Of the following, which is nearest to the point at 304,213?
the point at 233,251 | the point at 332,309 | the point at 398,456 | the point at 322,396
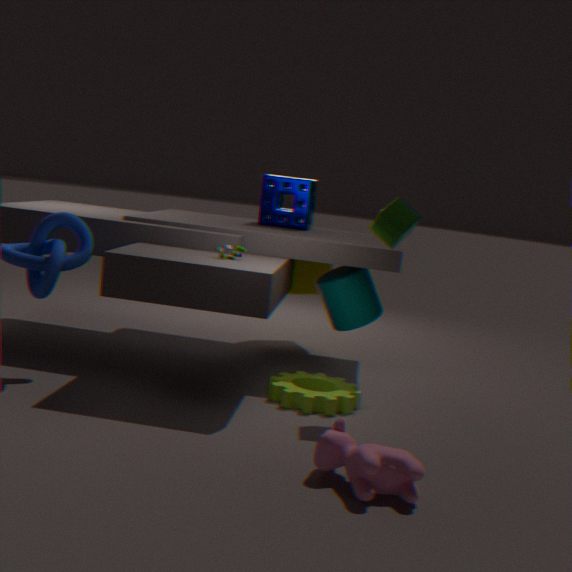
the point at 332,309
